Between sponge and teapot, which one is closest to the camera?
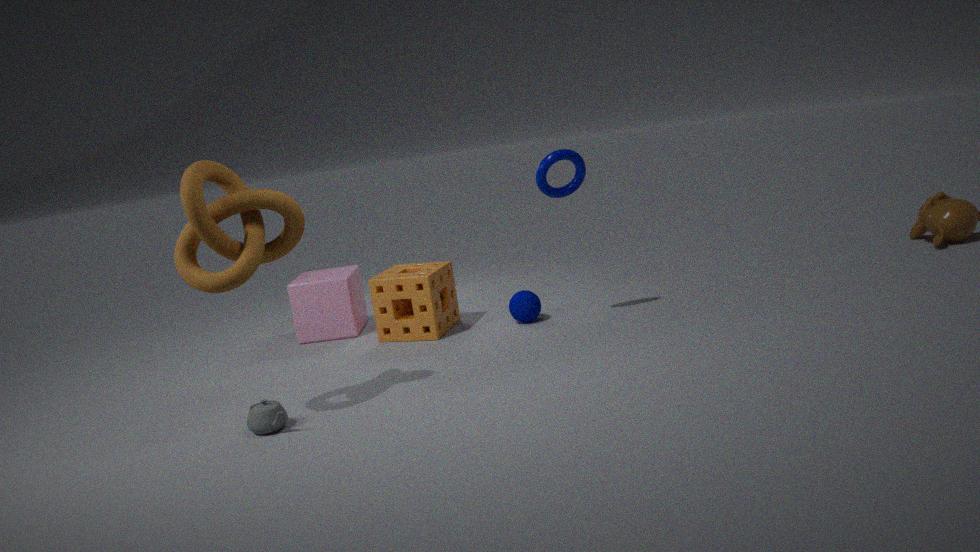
teapot
